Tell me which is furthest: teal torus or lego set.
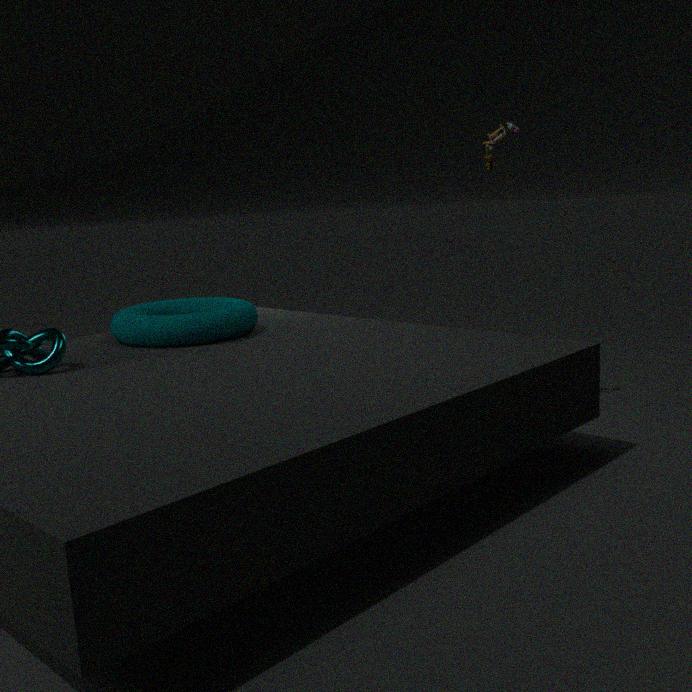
lego set
